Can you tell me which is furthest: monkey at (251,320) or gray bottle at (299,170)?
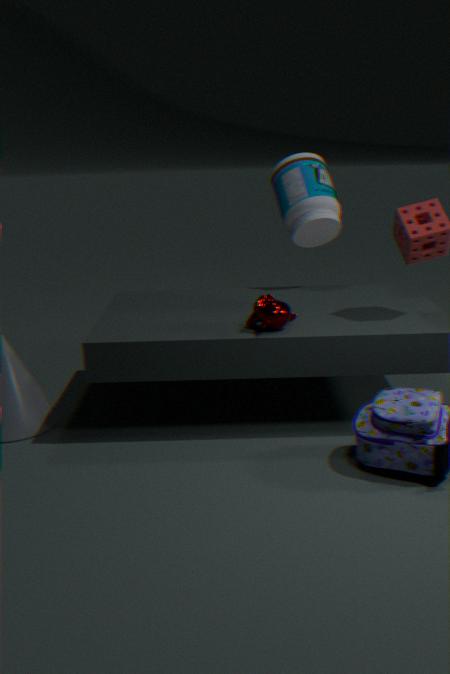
gray bottle at (299,170)
